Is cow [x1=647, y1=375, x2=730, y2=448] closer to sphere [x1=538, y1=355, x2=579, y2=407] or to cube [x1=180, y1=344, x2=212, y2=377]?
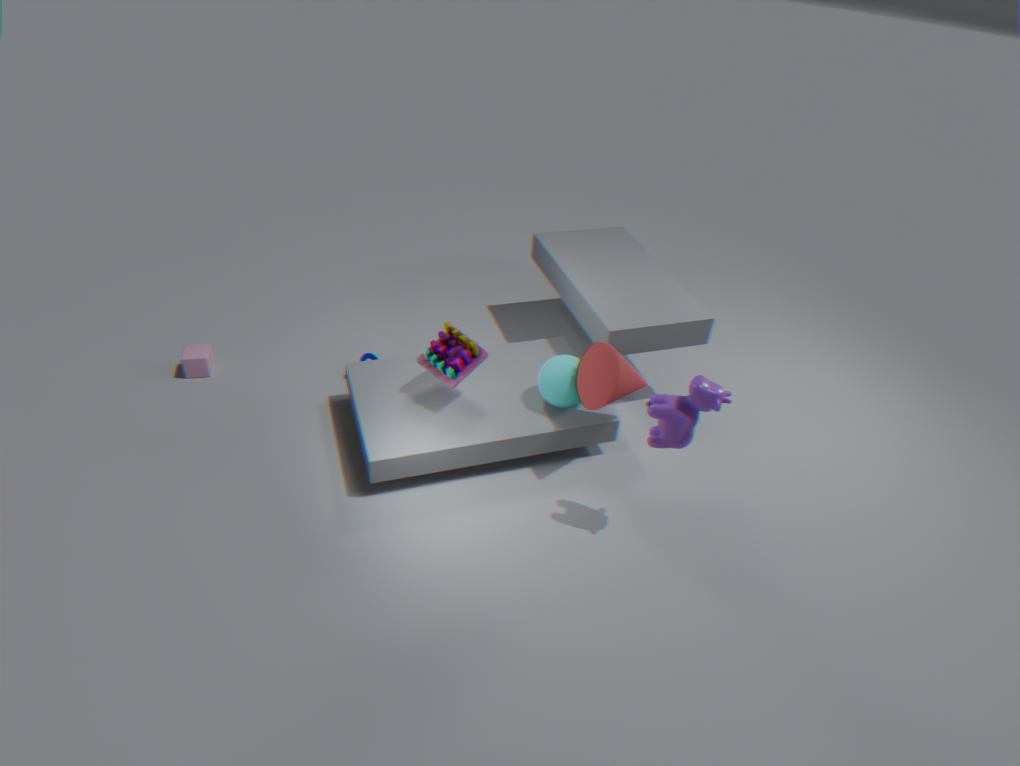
sphere [x1=538, y1=355, x2=579, y2=407]
